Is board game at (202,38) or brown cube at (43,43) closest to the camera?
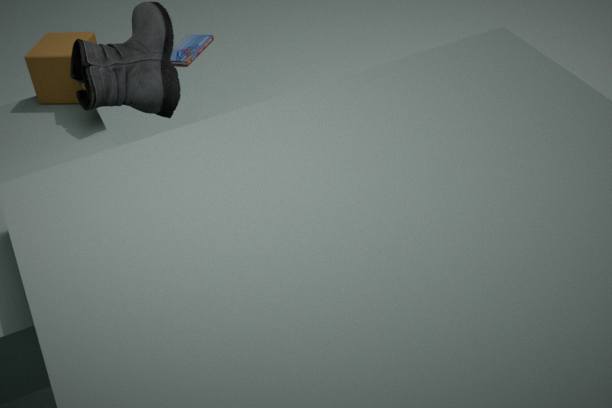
brown cube at (43,43)
